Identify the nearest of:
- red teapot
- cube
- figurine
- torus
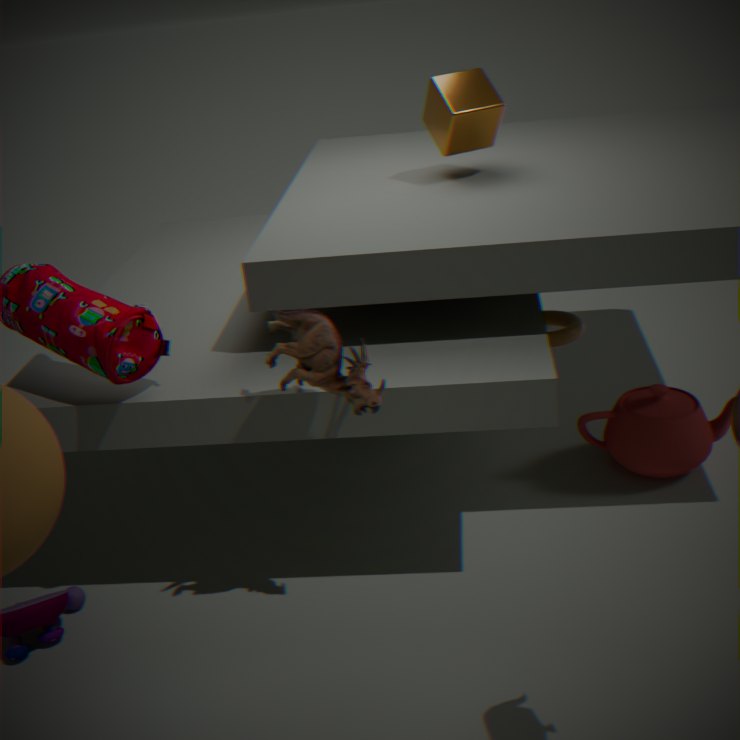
figurine
